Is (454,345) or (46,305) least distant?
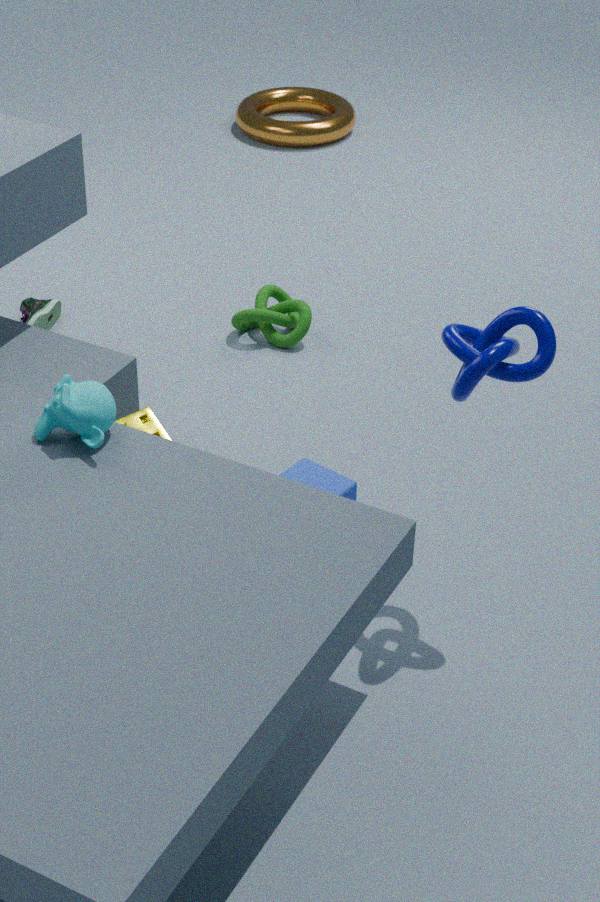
(454,345)
